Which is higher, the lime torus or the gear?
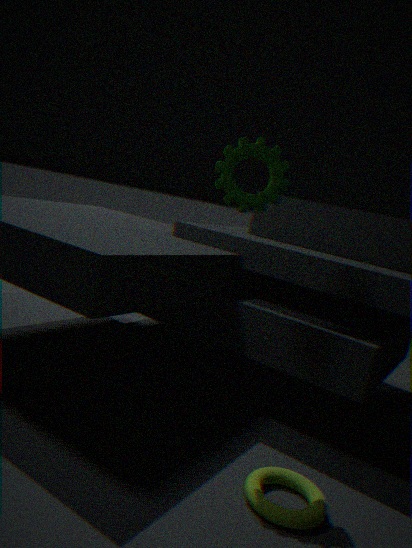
the gear
